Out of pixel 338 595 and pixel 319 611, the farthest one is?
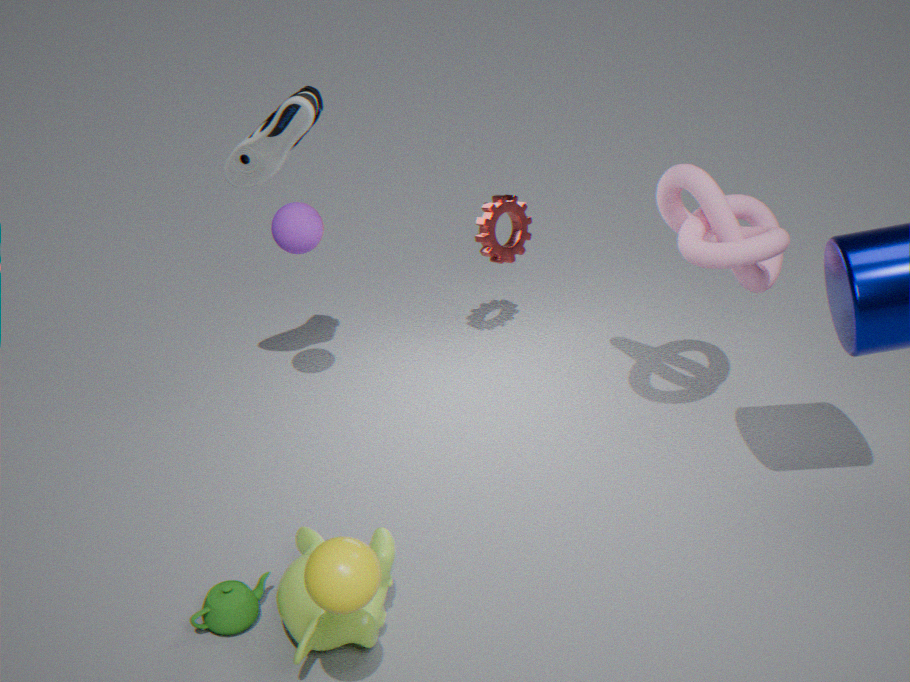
pixel 319 611
